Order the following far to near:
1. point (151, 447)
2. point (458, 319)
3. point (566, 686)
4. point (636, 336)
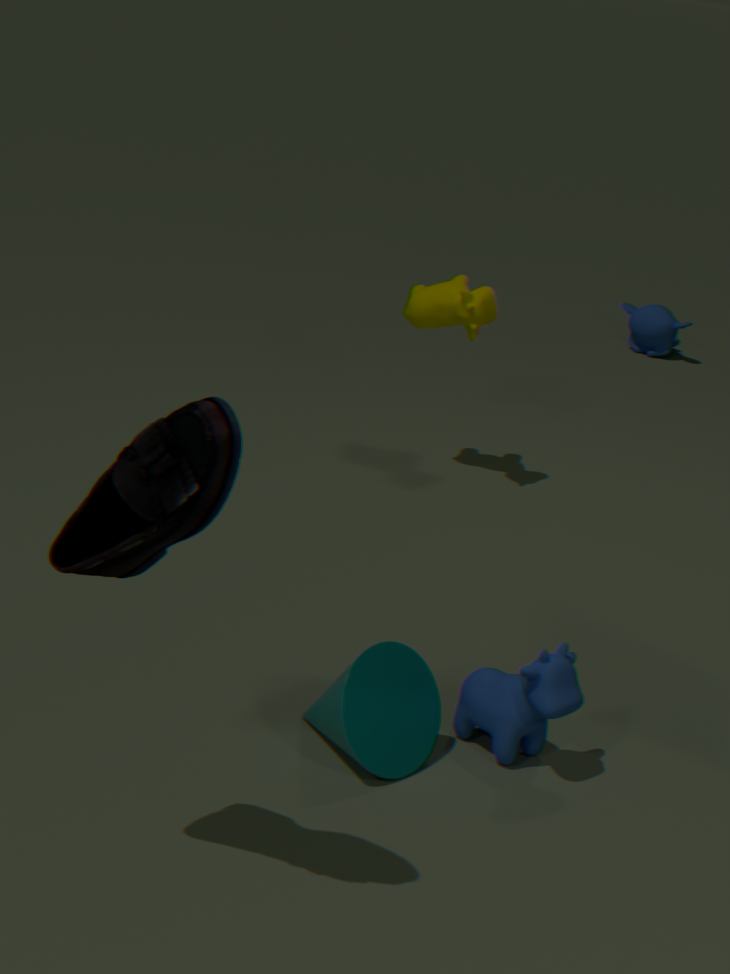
point (636, 336)
point (458, 319)
point (566, 686)
point (151, 447)
